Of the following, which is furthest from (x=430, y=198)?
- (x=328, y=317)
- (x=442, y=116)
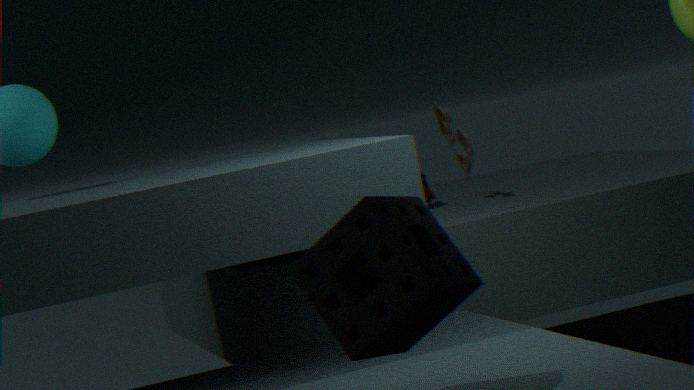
(x=328, y=317)
